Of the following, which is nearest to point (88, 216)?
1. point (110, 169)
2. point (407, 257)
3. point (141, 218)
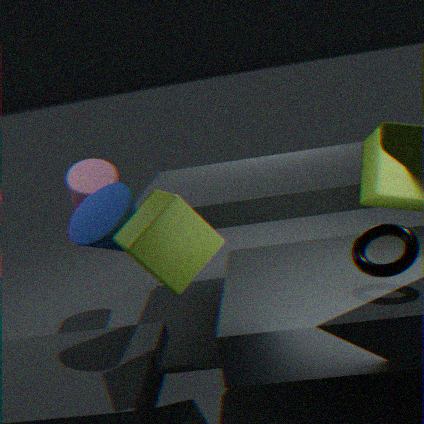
point (141, 218)
